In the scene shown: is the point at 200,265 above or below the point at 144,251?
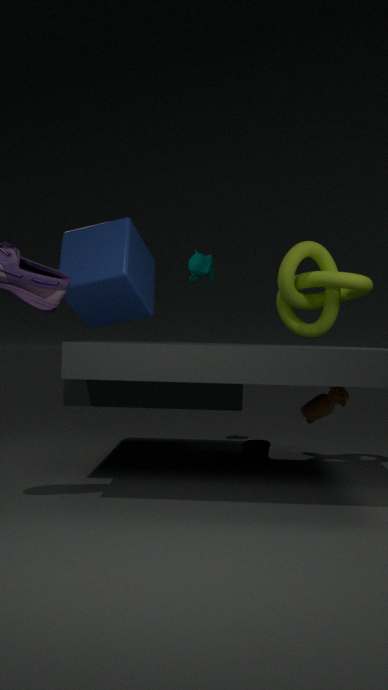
above
